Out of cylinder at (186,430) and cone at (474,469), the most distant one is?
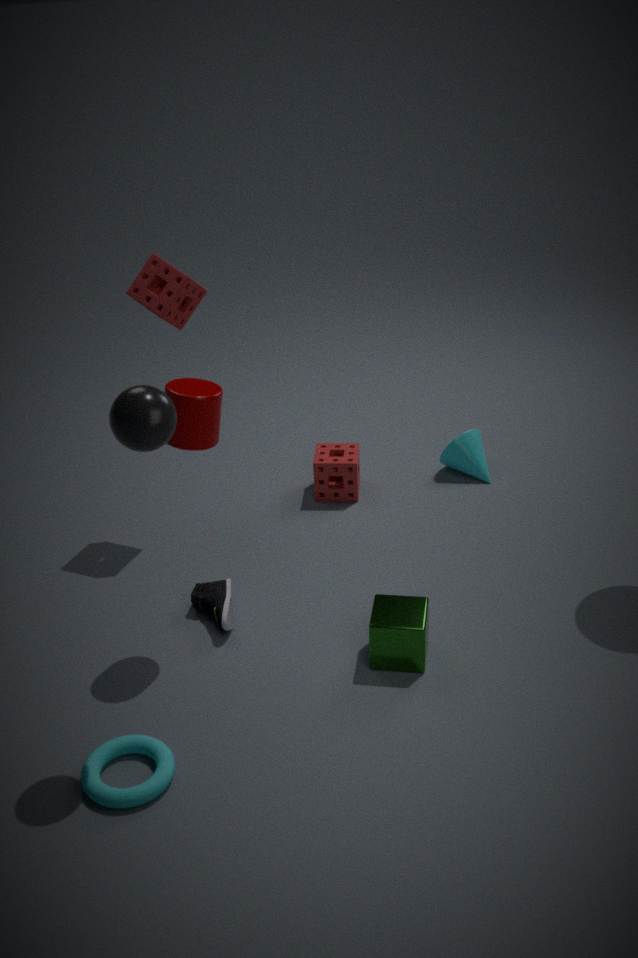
cone at (474,469)
